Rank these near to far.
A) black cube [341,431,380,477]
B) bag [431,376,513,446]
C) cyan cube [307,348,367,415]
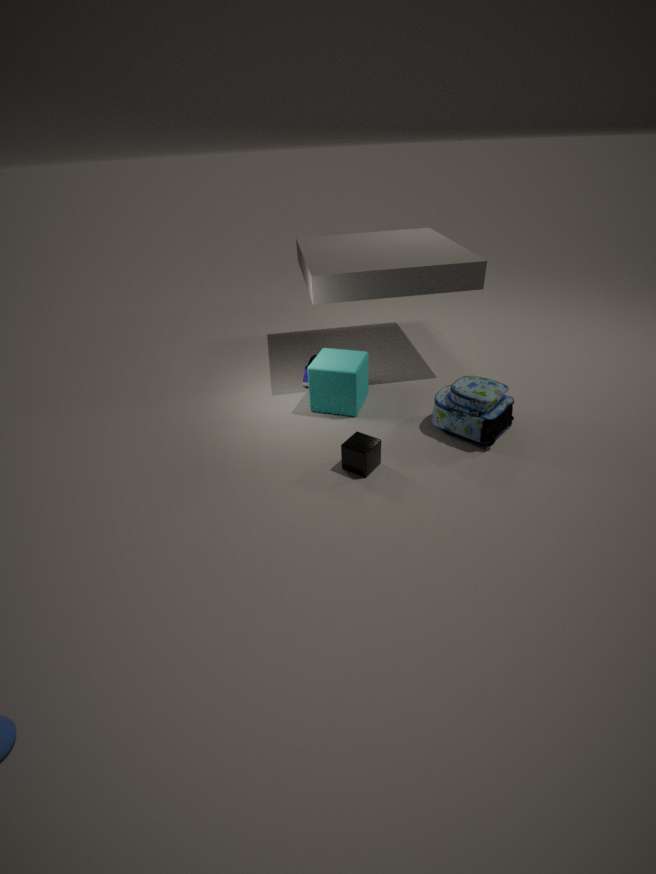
black cube [341,431,380,477] < bag [431,376,513,446] < cyan cube [307,348,367,415]
